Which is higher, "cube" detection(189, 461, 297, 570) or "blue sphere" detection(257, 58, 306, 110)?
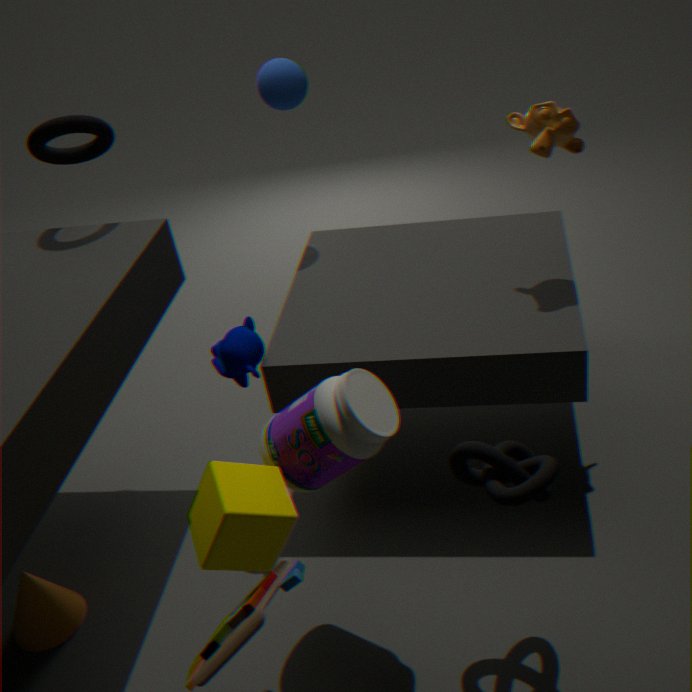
"blue sphere" detection(257, 58, 306, 110)
